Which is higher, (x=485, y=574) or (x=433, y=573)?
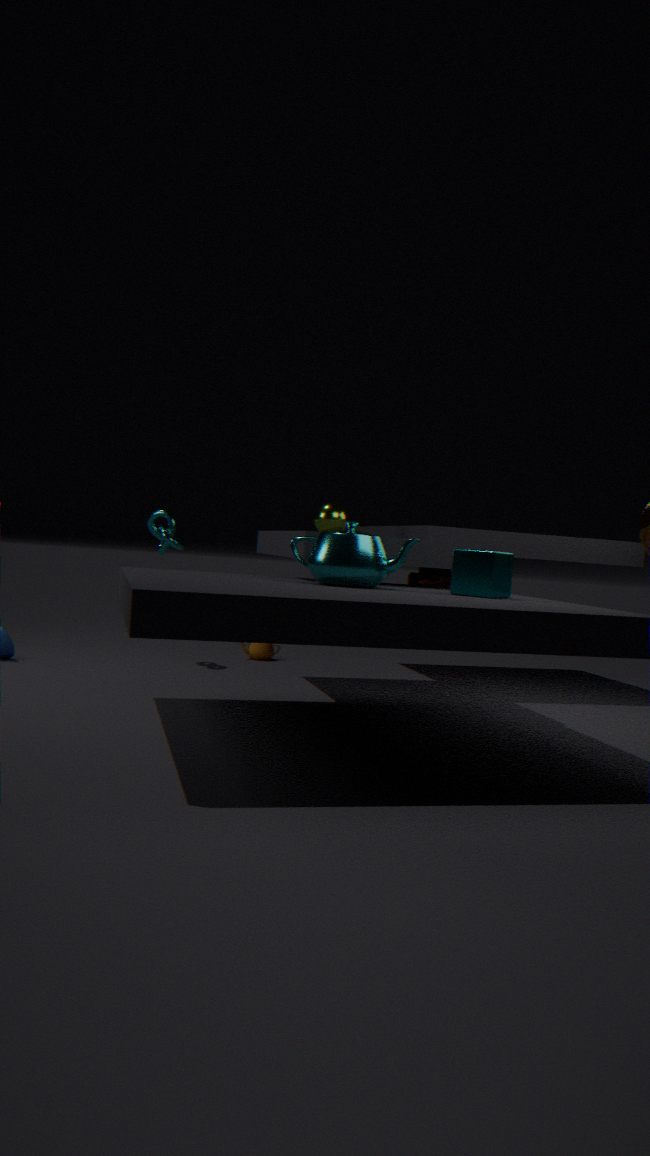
(x=485, y=574)
